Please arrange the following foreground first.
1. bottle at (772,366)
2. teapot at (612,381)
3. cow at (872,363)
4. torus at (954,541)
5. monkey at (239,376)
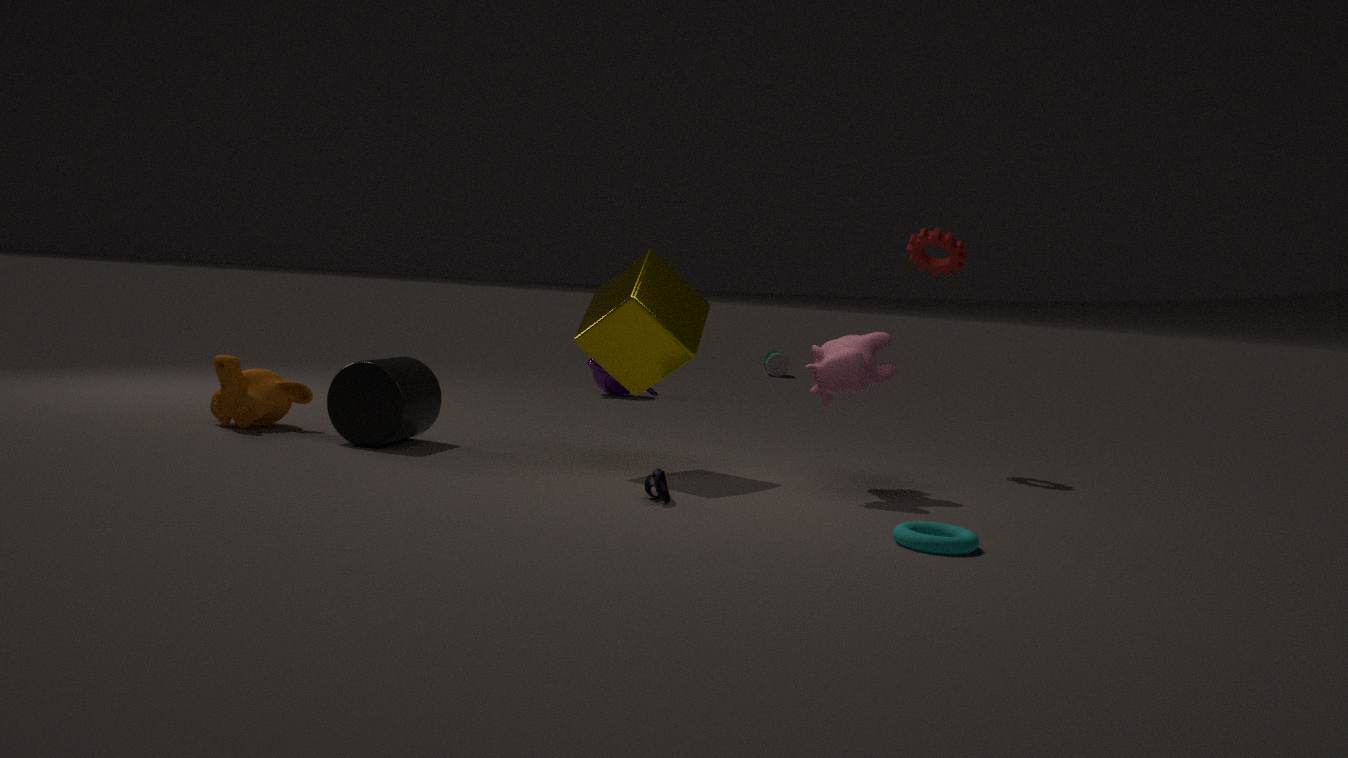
1. torus at (954,541)
2. cow at (872,363)
3. monkey at (239,376)
4. teapot at (612,381)
5. bottle at (772,366)
